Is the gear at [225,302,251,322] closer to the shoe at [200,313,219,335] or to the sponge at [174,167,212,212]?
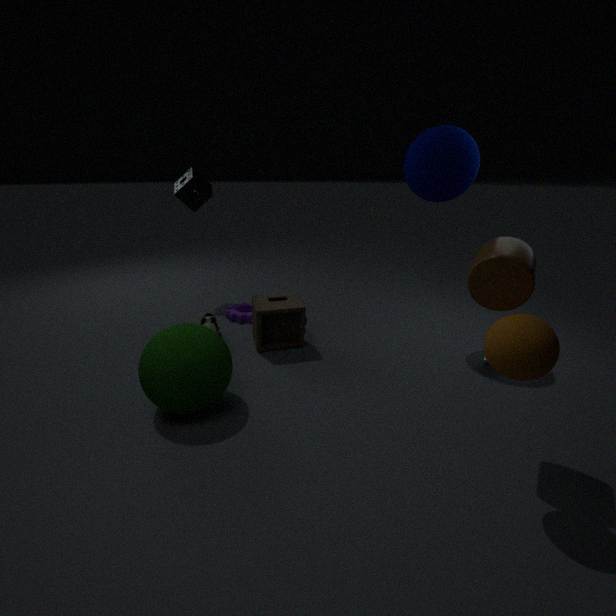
the shoe at [200,313,219,335]
